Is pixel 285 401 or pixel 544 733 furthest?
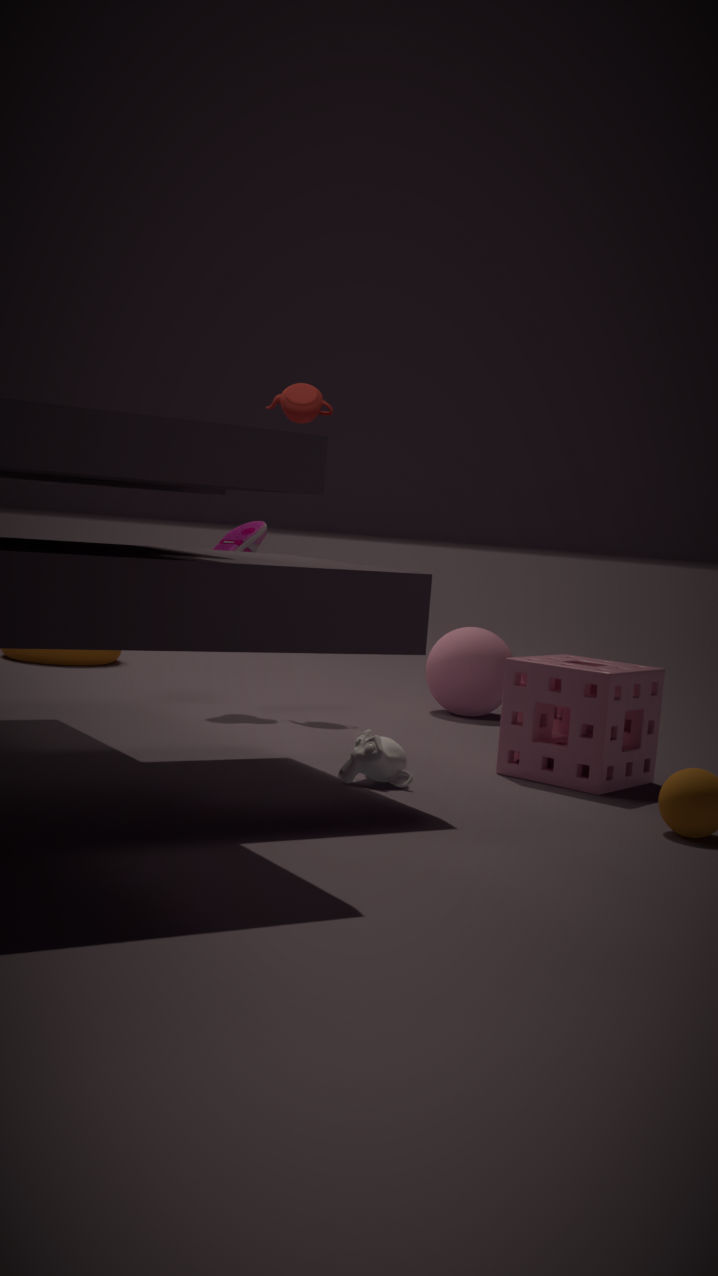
pixel 285 401
